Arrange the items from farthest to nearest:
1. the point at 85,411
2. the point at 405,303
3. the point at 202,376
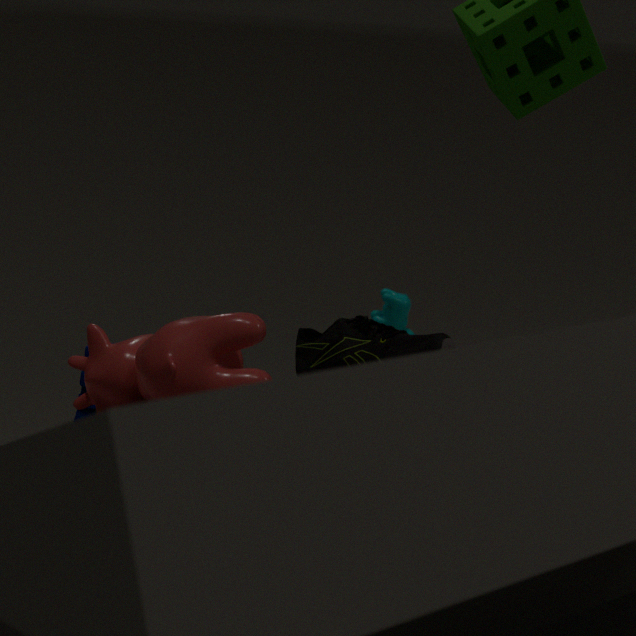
the point at 405,303
the point at 85,411
the point at 202,376
